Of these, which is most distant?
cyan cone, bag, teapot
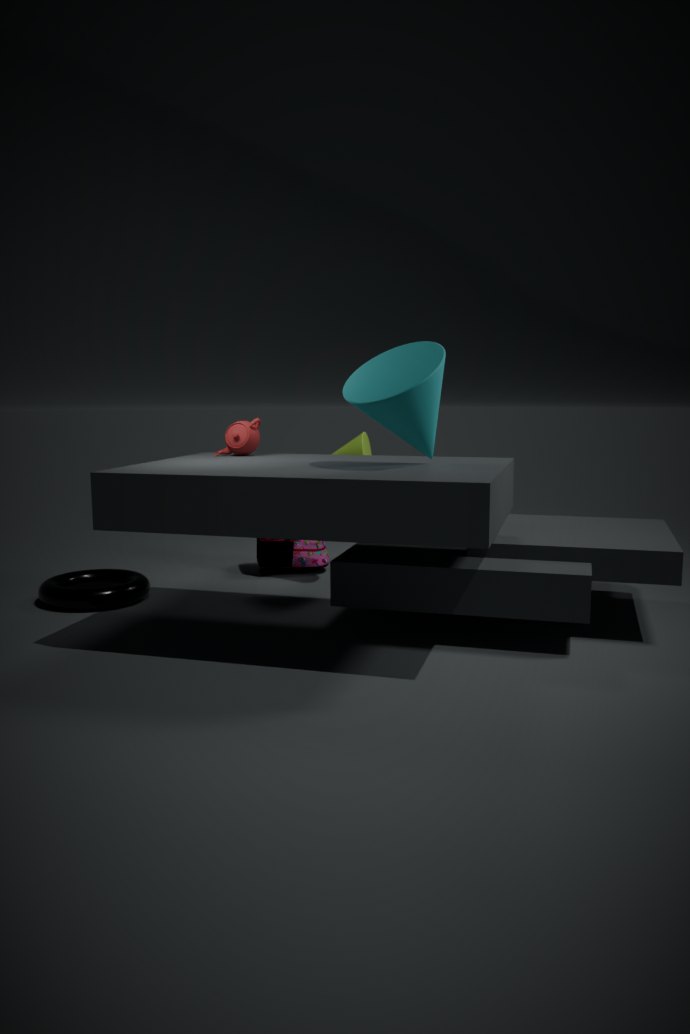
bag
